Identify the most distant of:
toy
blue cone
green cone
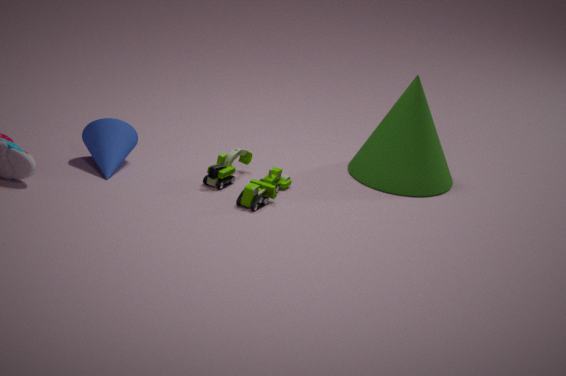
green cone
